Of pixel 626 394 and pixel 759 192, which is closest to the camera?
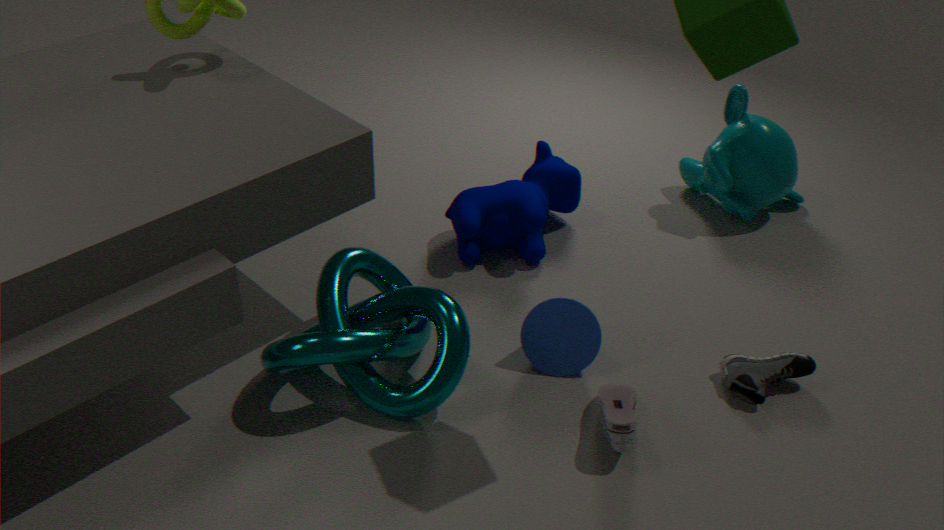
pixel 626 394
